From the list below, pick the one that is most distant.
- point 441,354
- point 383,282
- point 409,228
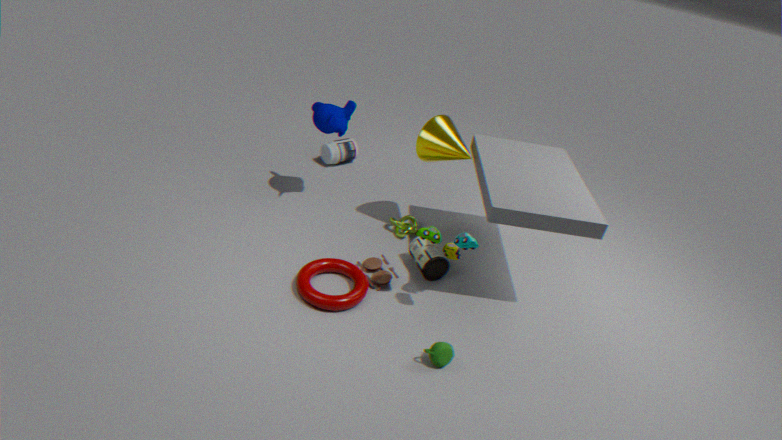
Answer: point 409,228
